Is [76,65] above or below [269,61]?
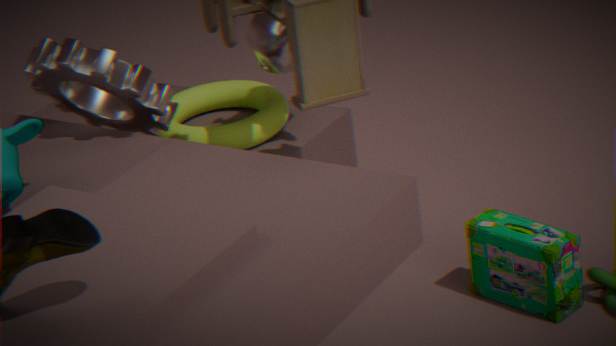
below
